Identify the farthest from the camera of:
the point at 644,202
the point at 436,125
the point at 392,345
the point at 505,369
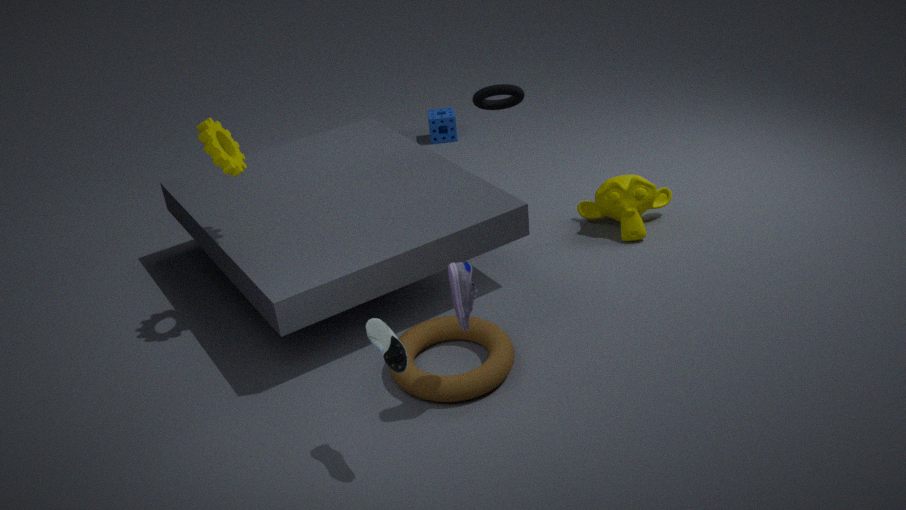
the point at 436,125
